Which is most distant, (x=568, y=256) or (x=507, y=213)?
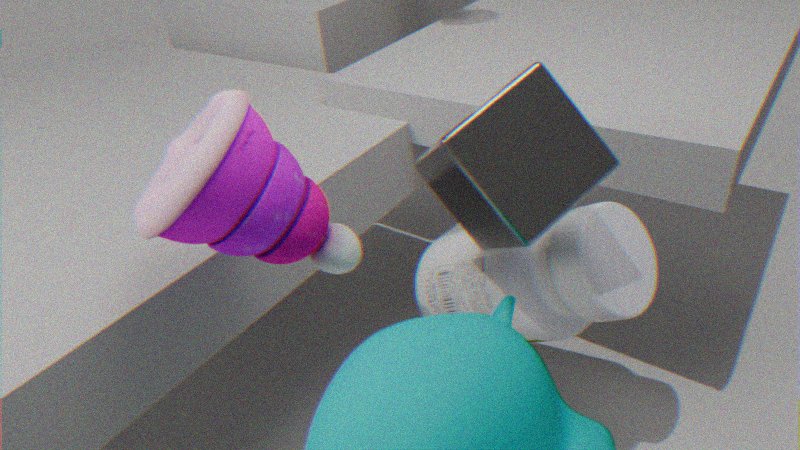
(x=568, y=256)
